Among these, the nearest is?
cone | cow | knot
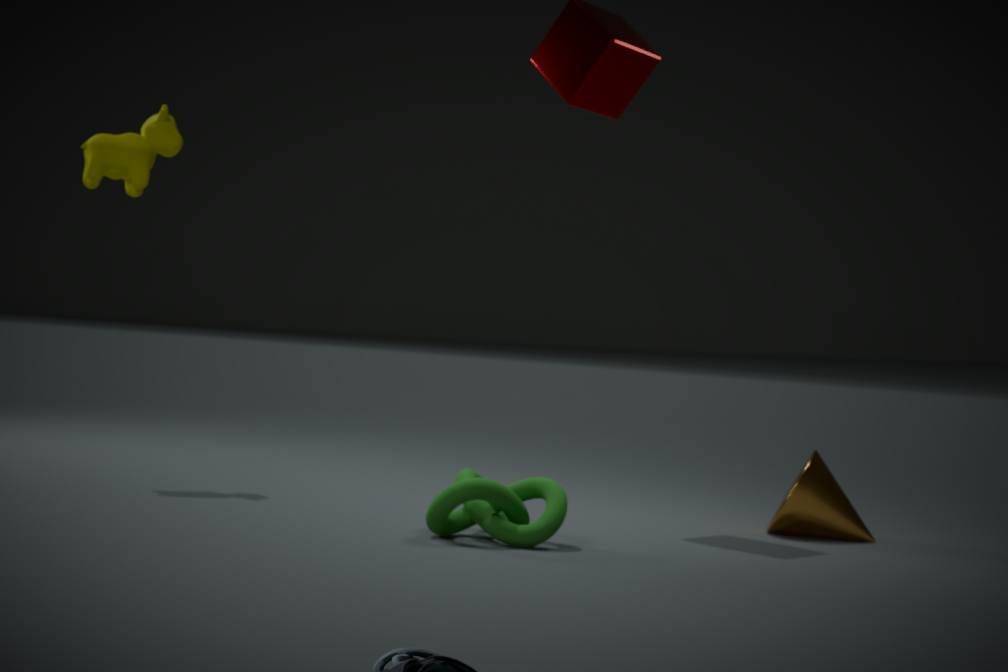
knot
